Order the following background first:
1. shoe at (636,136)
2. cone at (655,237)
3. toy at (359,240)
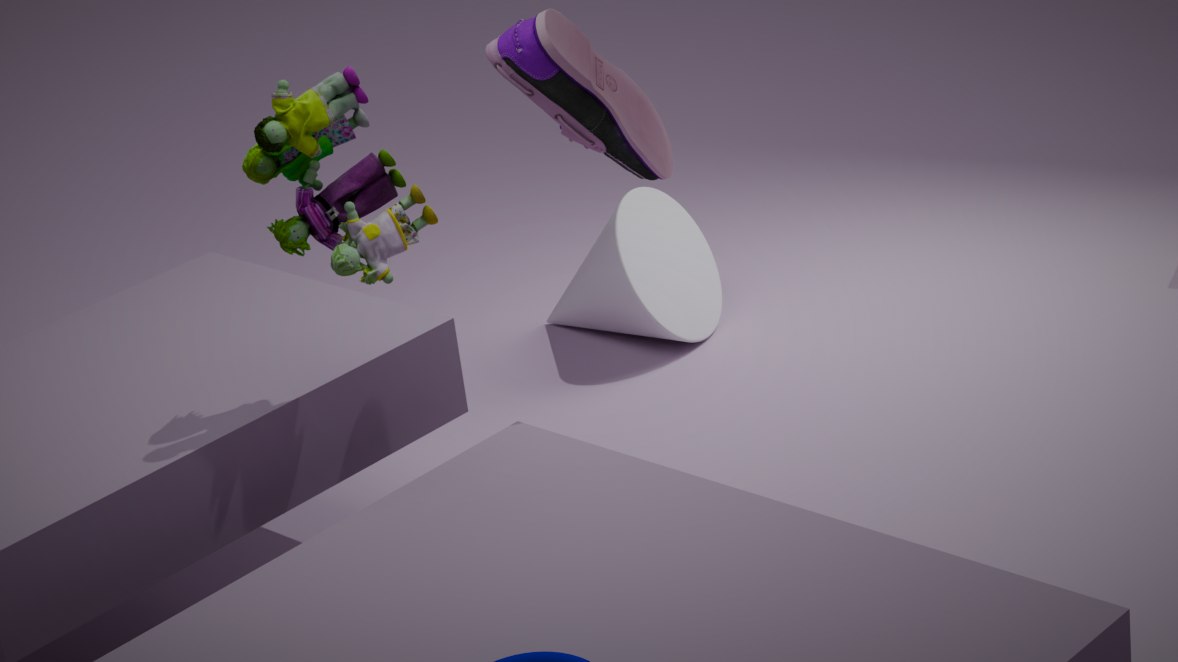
cone at (655,237) → shoe at (636,136) → toy at (359,240)
